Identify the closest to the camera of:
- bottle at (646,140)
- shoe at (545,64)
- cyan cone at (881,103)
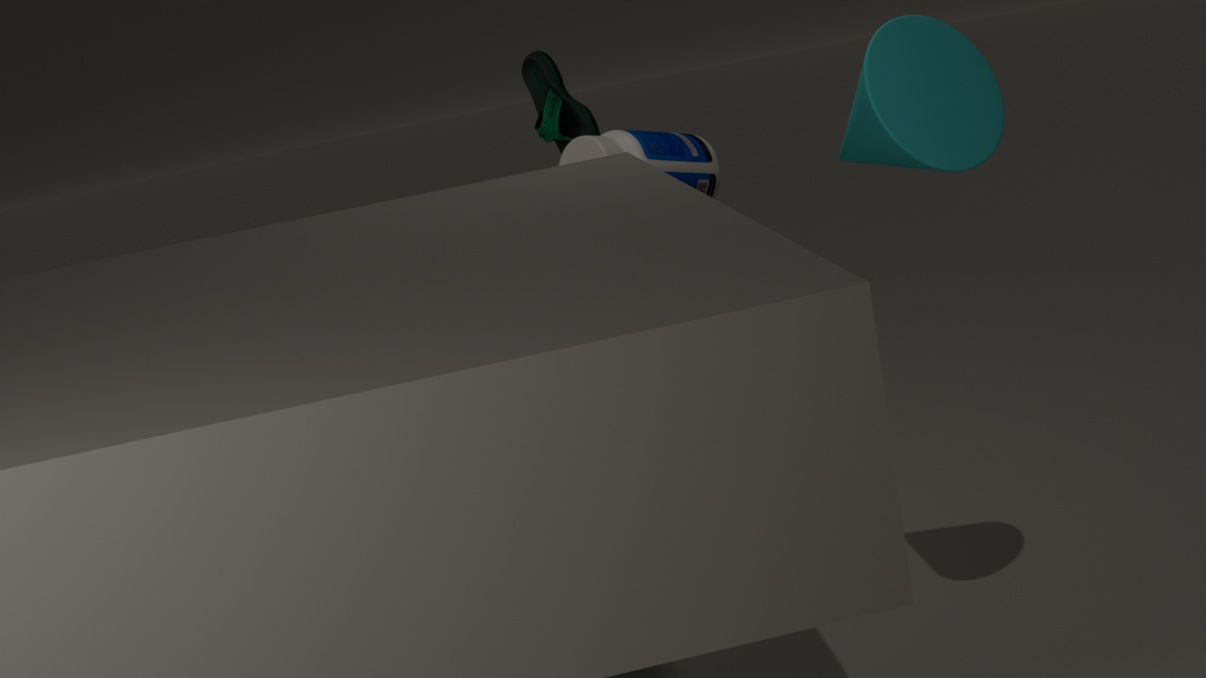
cyan cone at (881,103)
